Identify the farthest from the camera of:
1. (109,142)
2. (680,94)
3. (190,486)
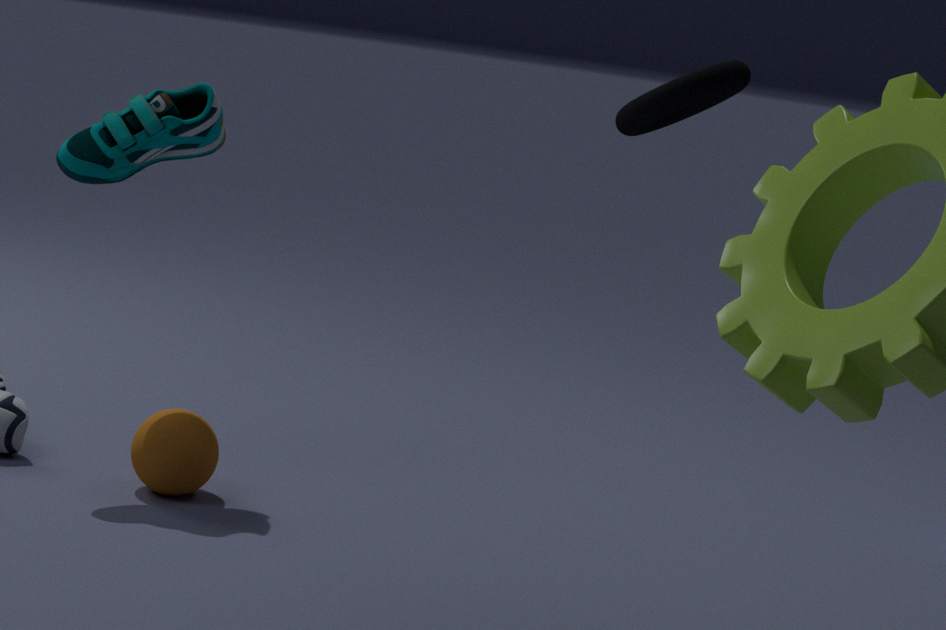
(190,486)
